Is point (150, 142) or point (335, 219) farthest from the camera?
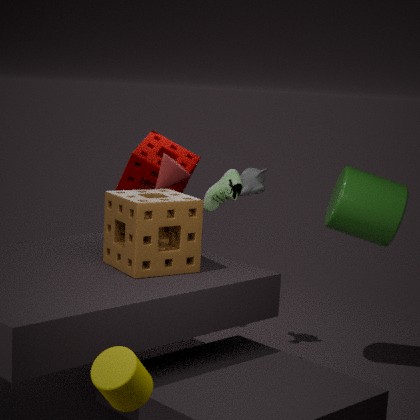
point (150, 142)
